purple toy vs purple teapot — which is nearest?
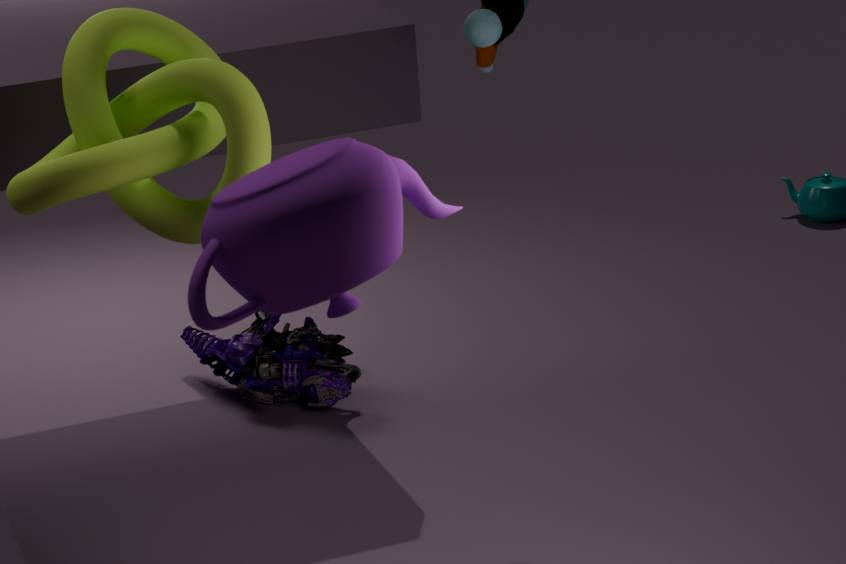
purple teapot
